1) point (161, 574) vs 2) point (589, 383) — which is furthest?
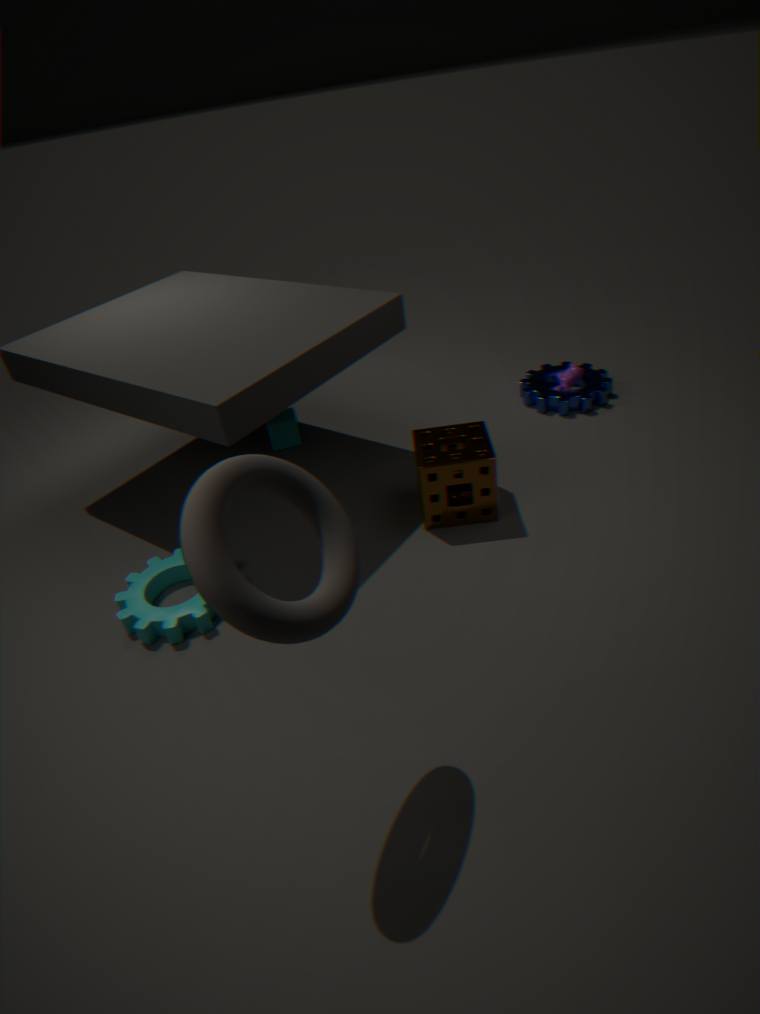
2. point (589, 383)
